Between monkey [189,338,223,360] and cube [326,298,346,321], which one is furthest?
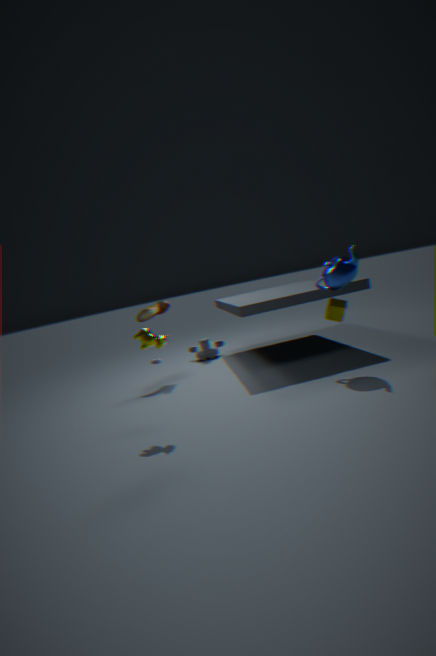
monkey [189,338,223,360]
